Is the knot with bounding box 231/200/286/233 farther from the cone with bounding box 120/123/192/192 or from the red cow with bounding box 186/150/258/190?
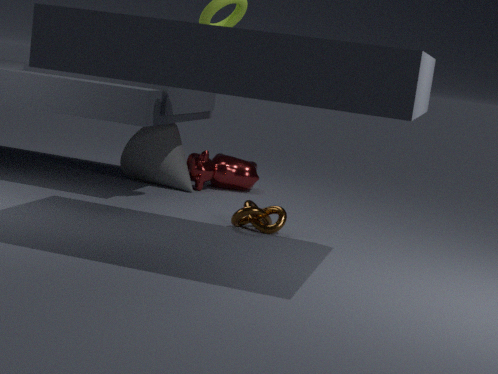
the red cow with bounding box 186/150/258/190
